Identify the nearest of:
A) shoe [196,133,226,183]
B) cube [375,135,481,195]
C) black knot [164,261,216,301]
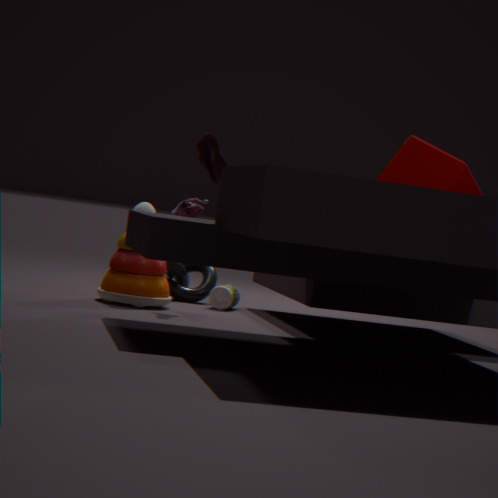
shoe [196,133,226,183]
